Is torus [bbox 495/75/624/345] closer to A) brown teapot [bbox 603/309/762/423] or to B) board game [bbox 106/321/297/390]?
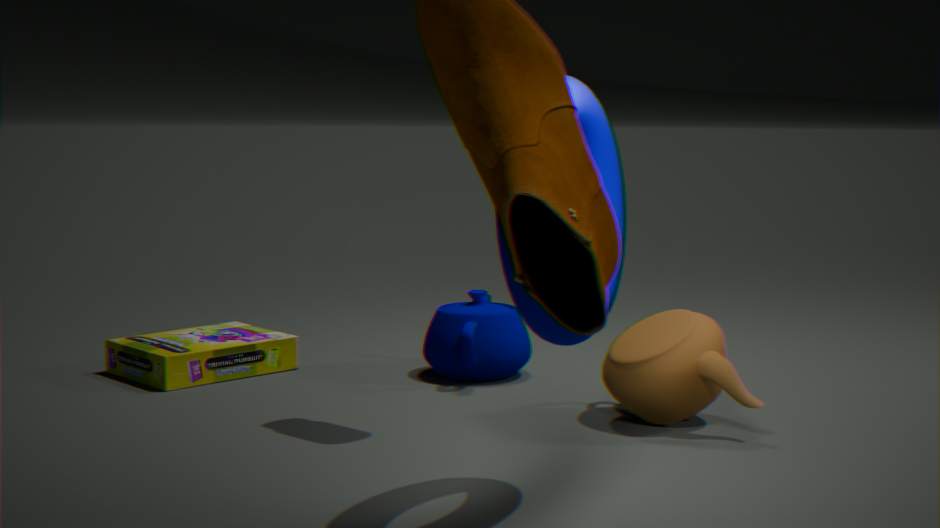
A) brown teapot [bbox 603/309/762/423]
